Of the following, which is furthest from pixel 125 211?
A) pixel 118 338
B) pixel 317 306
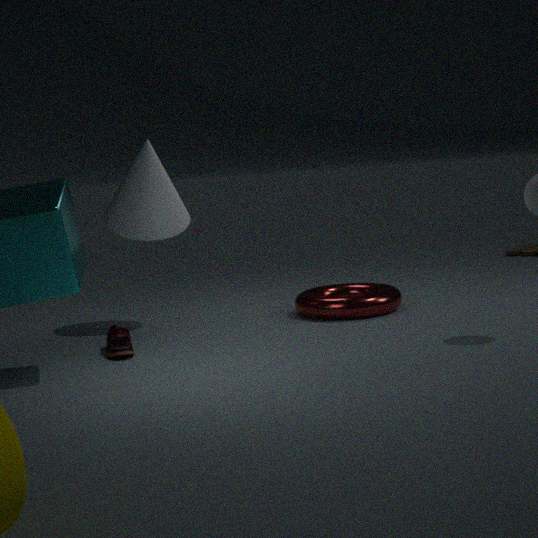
pixel 317 306
